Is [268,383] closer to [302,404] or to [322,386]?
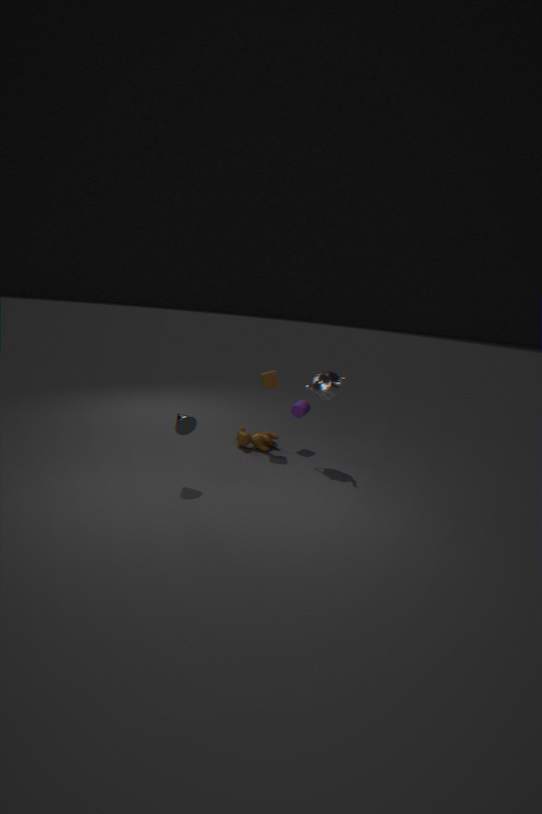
[302,404]
